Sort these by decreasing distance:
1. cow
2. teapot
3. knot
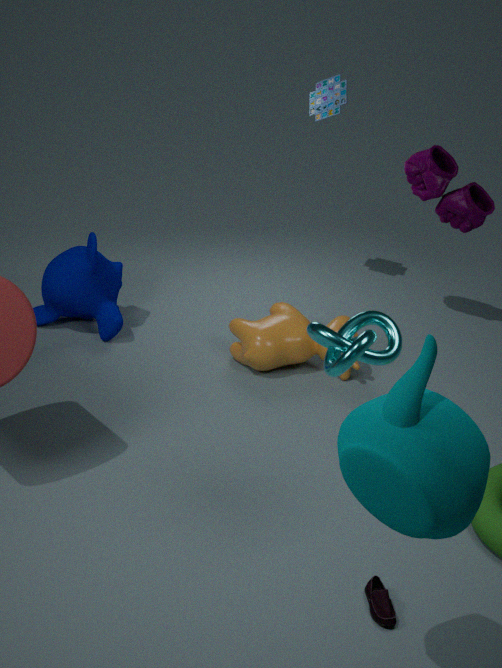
1. cow
2. knot
3. teapot
